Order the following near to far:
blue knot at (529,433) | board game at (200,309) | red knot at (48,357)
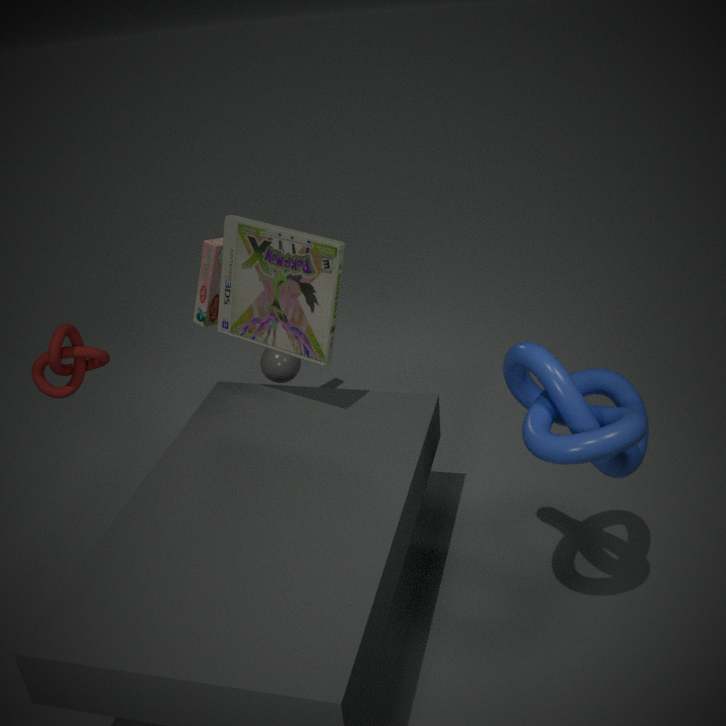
blue knot at (529,433)
red knot at (48,357)
board game at (200,309)
